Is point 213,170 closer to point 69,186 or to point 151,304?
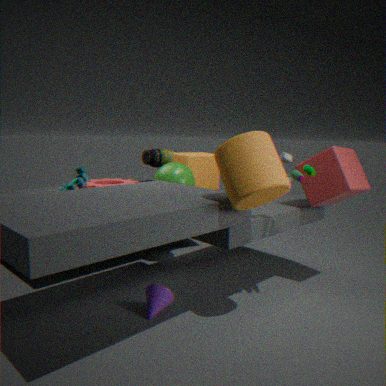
point 69,186
